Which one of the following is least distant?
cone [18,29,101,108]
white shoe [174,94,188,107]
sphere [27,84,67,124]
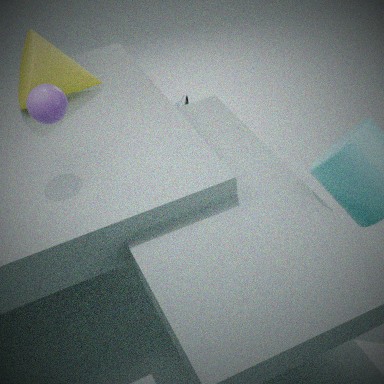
sphere [27,84,67,124]
